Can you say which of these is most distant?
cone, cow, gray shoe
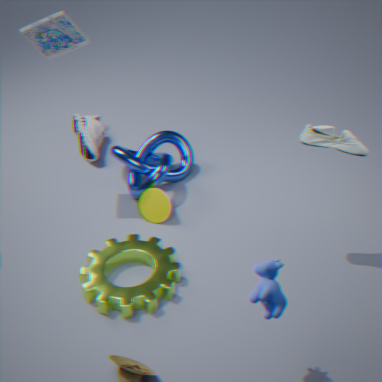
cone
